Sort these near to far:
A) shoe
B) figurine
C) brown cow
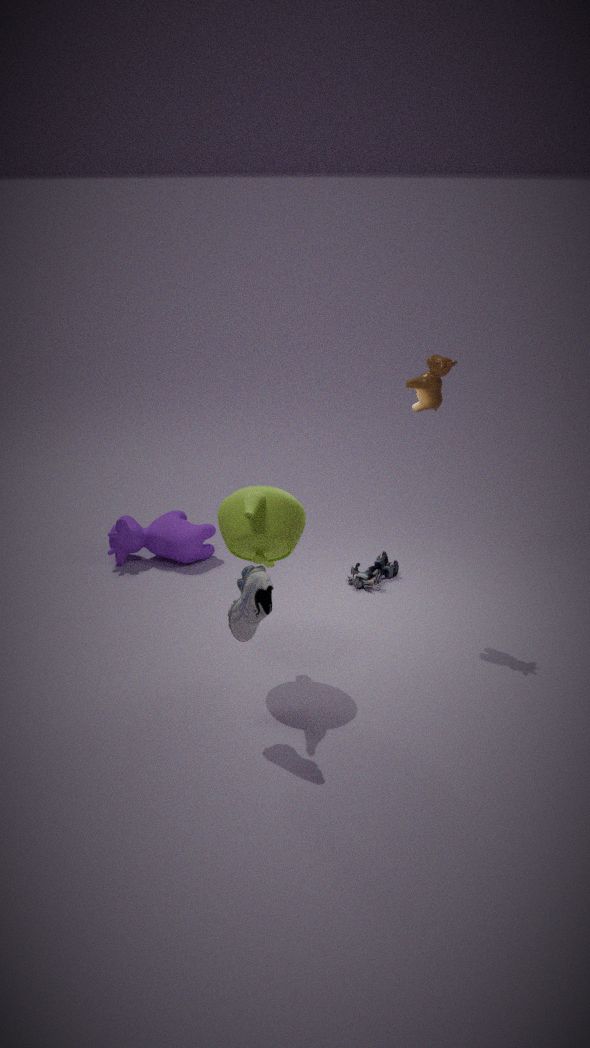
shoe
brown cow
figurine
